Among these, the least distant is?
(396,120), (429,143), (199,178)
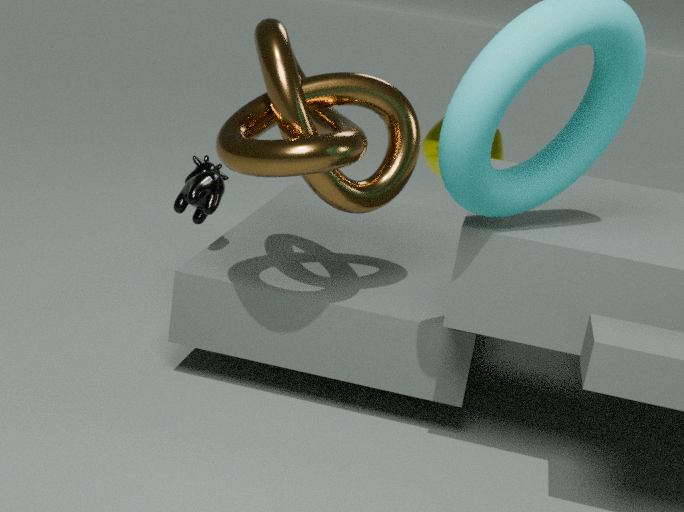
(396,120)
